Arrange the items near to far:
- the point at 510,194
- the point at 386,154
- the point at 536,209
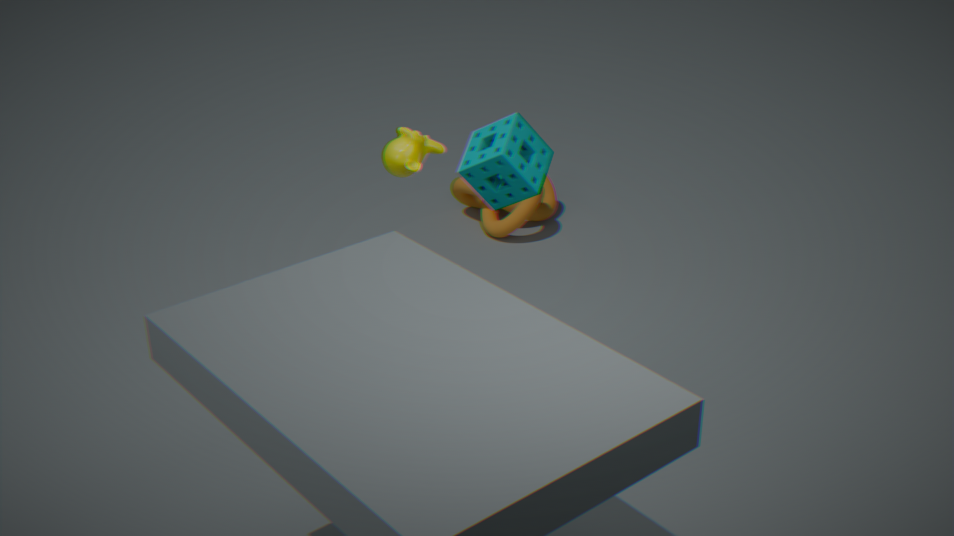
1. the point at 510,194
2. the point at 386,154
3. the point at 536,209
